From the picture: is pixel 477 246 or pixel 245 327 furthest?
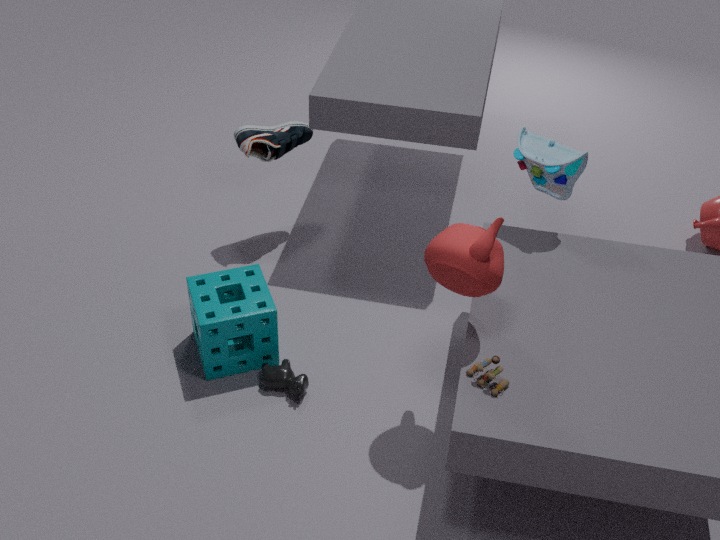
pixel 245 327
